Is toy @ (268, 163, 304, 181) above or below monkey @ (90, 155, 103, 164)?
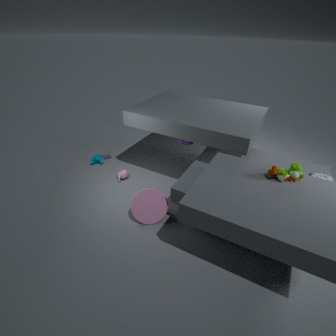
above
